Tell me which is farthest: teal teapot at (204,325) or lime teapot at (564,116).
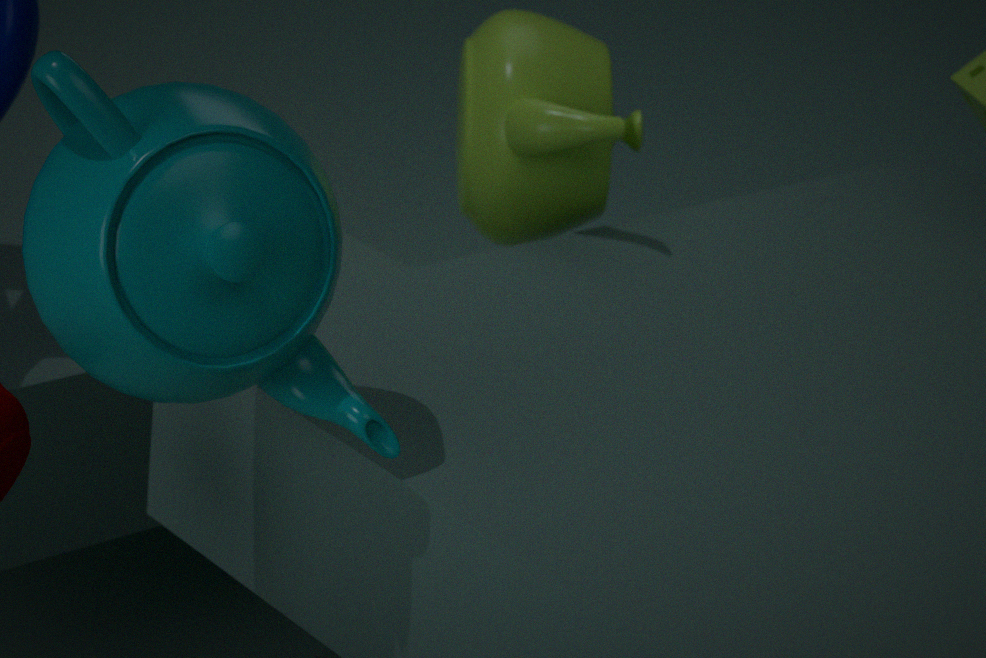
lime teapot at (564,116)
